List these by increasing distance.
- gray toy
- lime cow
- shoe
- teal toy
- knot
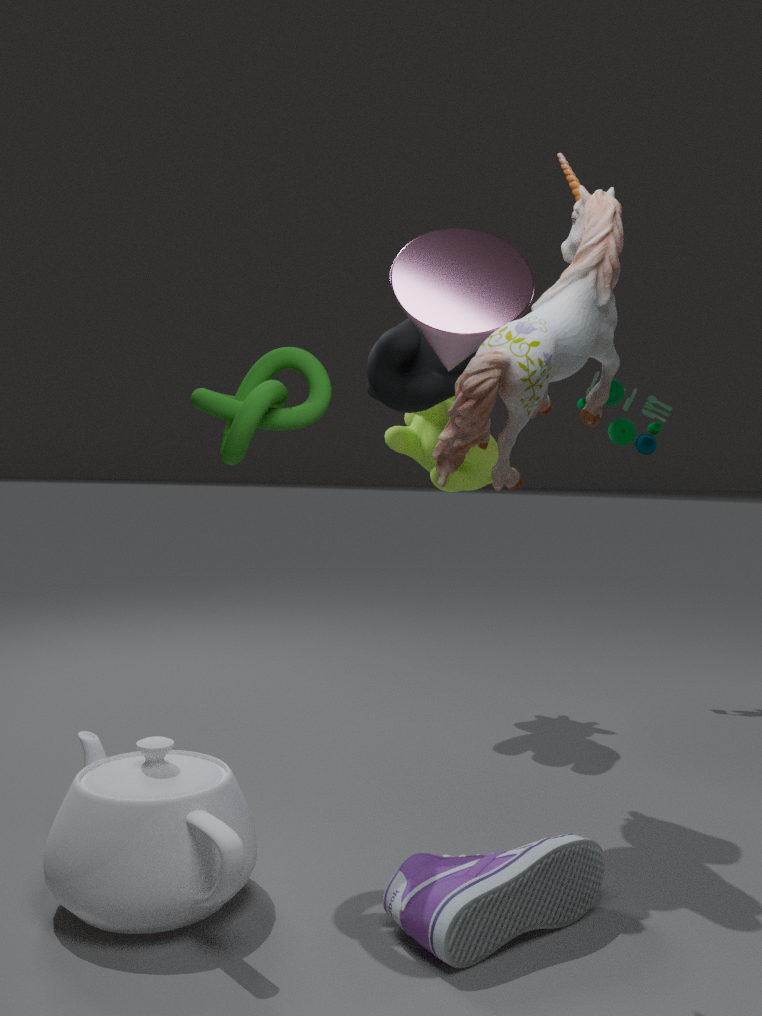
gray toy < shoe < knot < lime cow < teal toy
